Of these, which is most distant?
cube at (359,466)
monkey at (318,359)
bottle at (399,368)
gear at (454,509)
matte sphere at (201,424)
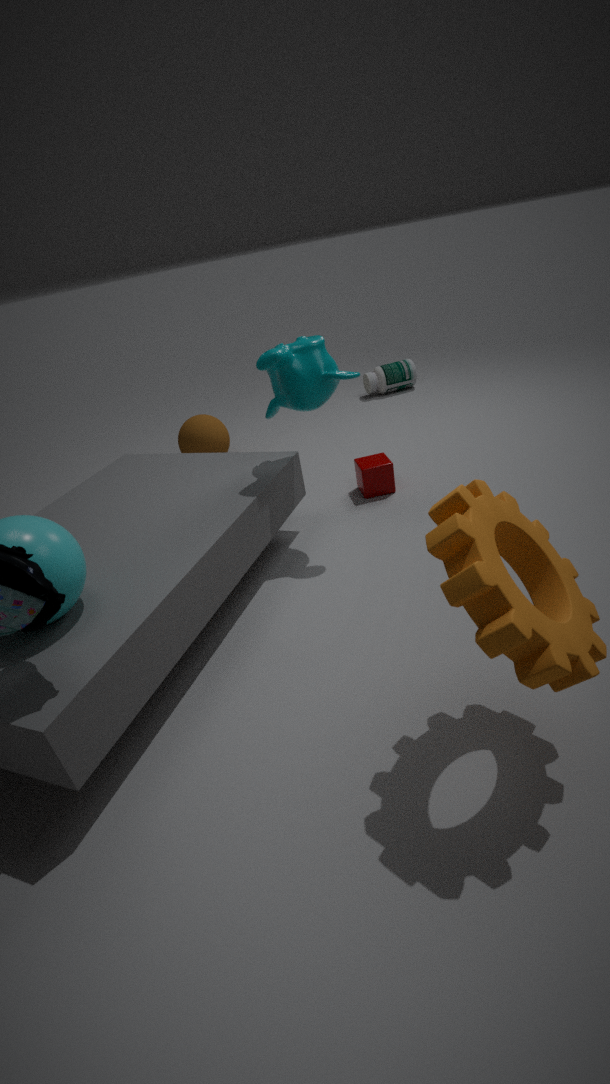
bottle at (399,368)
